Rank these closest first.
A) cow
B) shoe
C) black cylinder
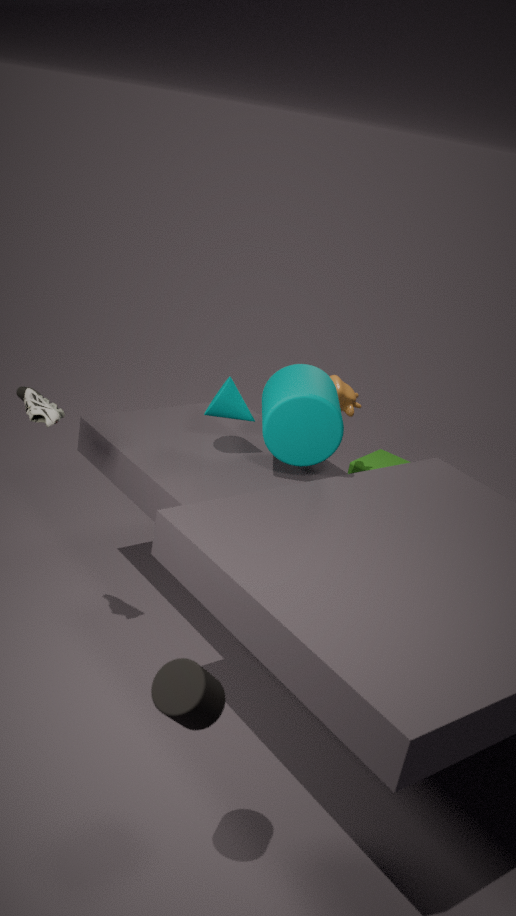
C. black cylinder → B. shoe → A. cow
